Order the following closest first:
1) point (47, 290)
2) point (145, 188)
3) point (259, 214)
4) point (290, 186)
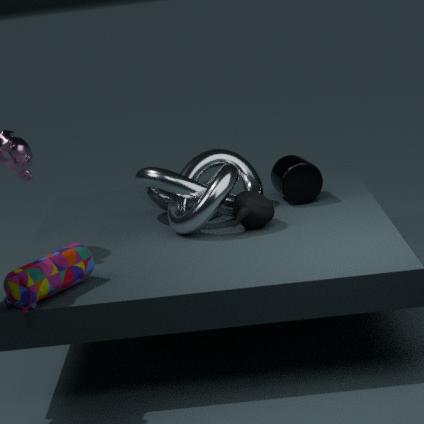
1. 1. point (47, 290)
2. 3. point (259, 214)
3. 2. point (145, 188)
4. 4. point (290, 186)
